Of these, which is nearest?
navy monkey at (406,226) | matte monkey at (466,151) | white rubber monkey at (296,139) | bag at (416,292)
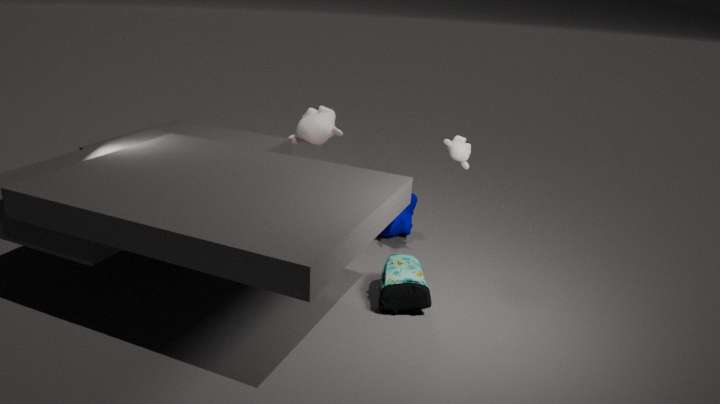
bag at (416,292)
